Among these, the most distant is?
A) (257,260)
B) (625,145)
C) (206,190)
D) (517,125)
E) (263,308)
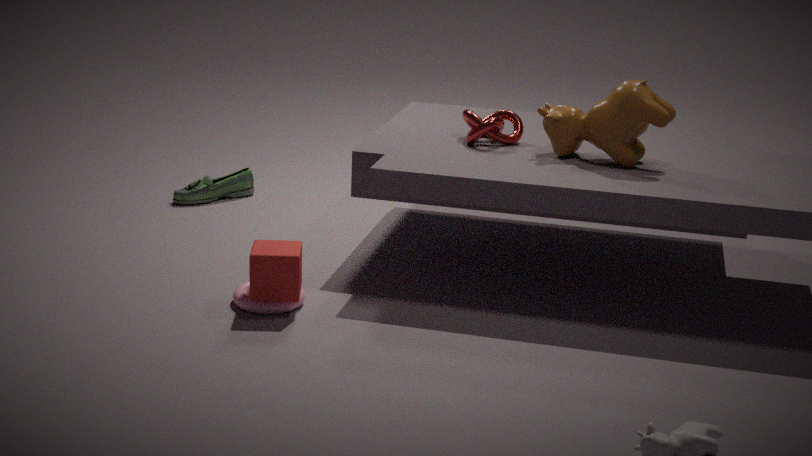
(206,190)
